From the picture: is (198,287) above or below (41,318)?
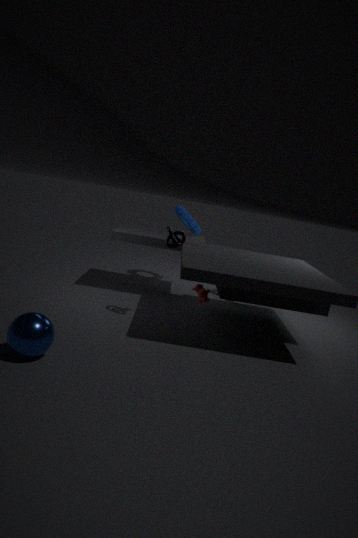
above
